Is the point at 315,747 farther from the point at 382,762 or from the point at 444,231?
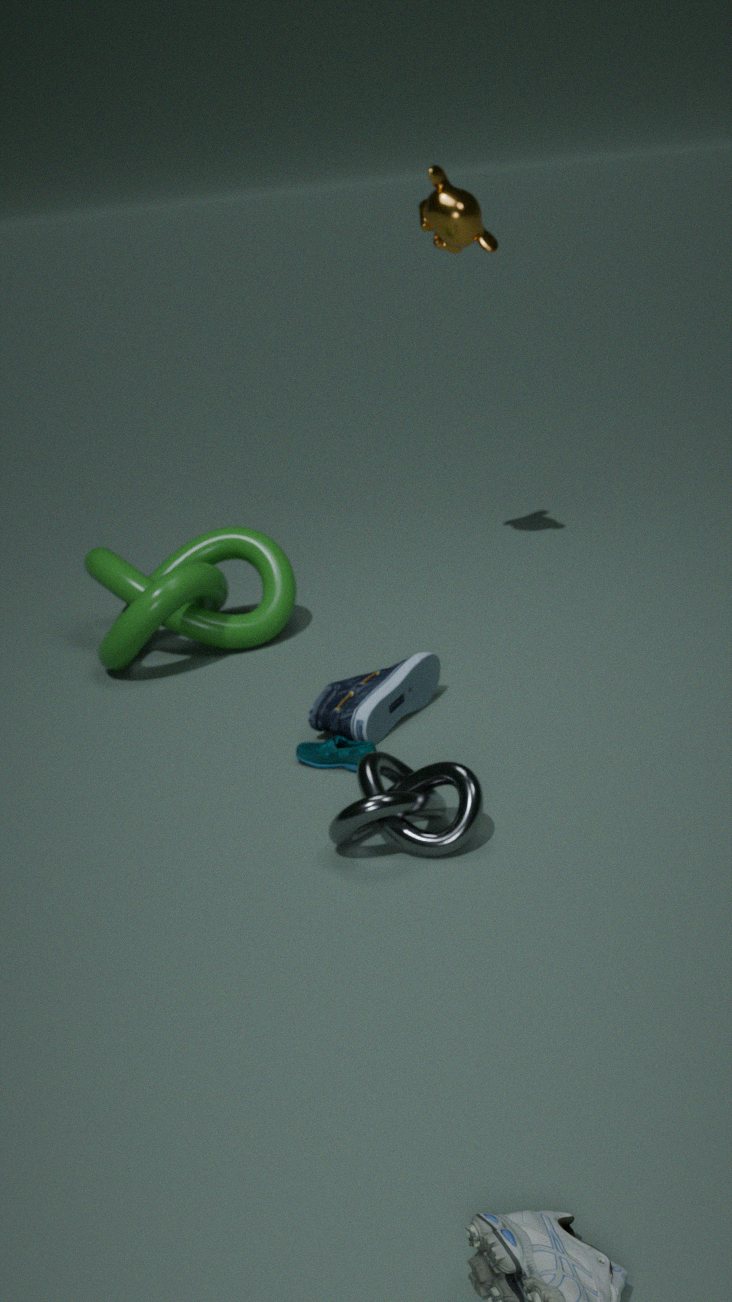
the point at 444,231
